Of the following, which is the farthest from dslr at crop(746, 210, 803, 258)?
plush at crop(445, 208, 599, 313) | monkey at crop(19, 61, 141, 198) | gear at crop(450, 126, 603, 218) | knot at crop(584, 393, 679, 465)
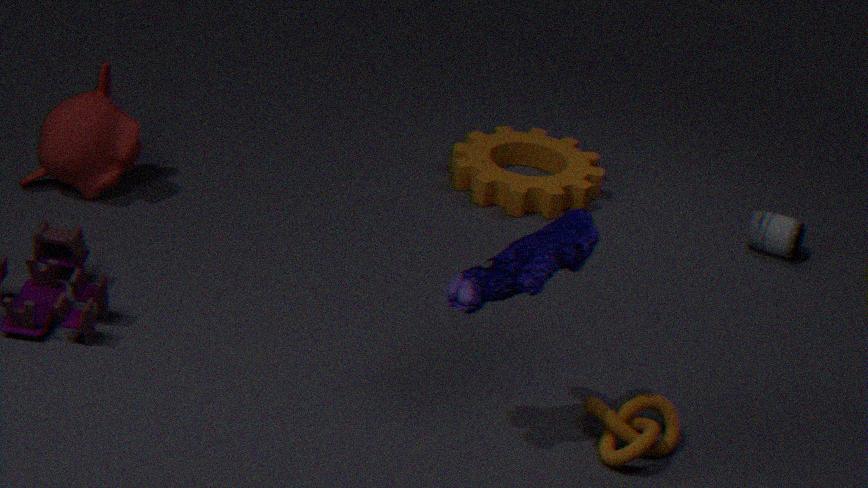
monkey at crop(19, 61, 141, 198)
